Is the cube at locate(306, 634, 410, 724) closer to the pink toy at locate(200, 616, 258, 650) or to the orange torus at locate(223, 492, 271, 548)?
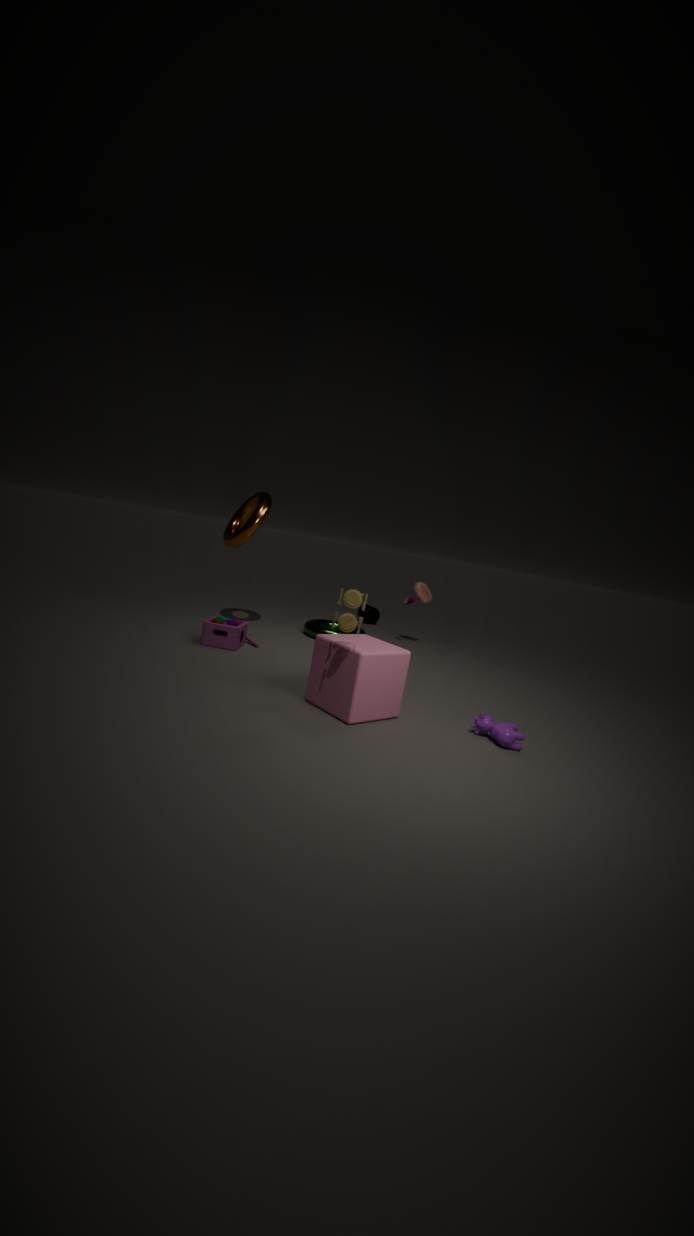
the pink toy at locate(200, 616, 258, 650)
